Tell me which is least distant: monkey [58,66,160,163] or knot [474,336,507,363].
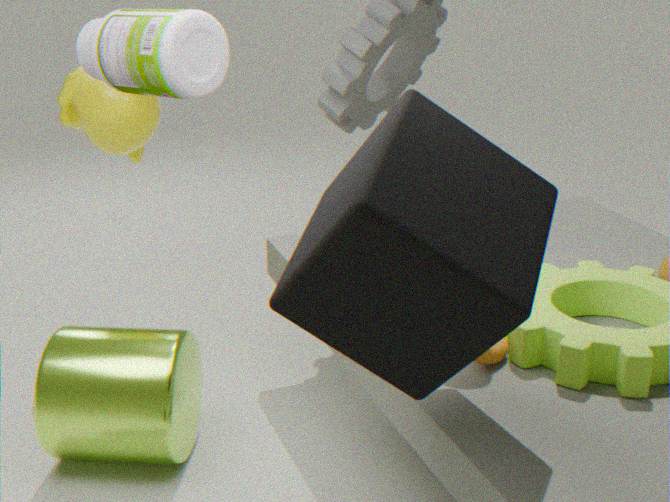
knot [474,336,507,363]
